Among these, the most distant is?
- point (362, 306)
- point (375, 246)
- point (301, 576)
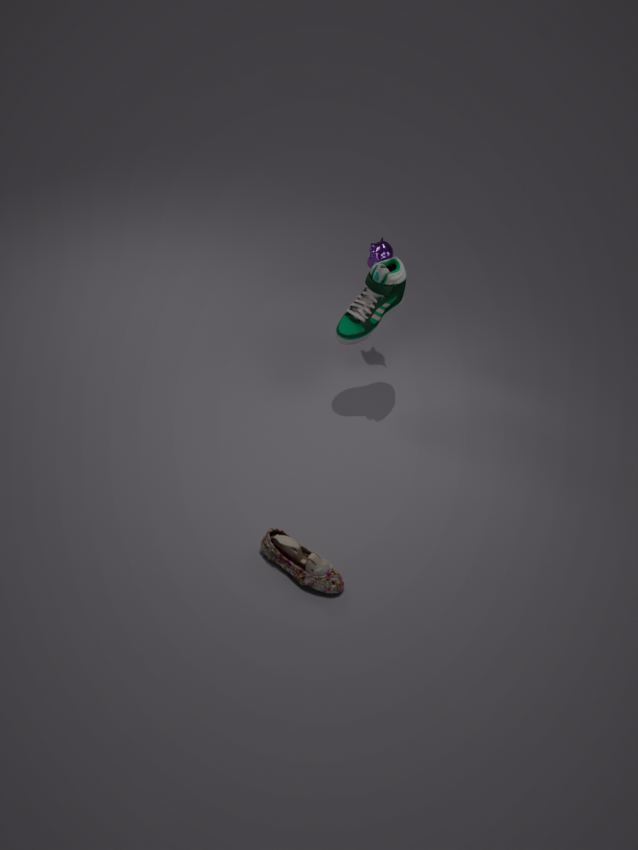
point (375, 246)
